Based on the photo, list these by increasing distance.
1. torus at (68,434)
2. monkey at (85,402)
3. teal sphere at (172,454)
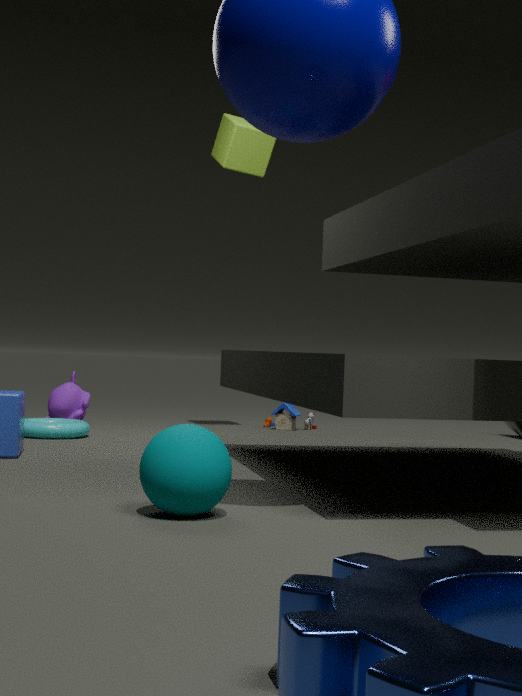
1. teal sphere at (172,454)
2. torus at (68,434)
3. monkey at (85,402)
